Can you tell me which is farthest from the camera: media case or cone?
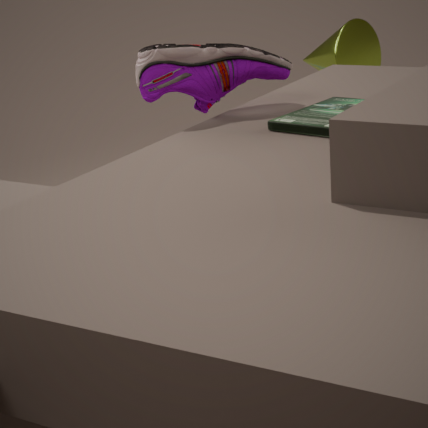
cone
